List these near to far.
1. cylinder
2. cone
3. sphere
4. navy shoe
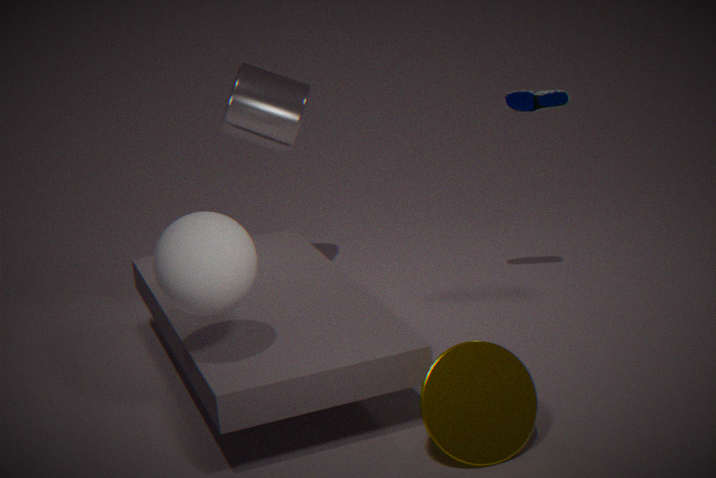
sphere → cone → navy shoe → cylinder
